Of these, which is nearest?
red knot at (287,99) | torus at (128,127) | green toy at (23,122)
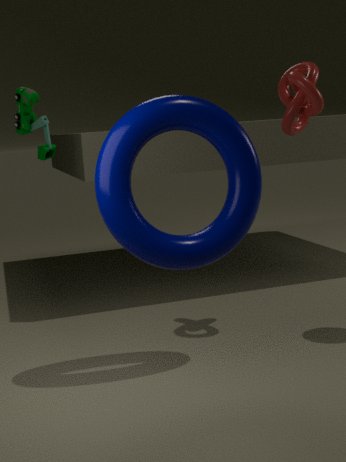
torus at (128,127)
